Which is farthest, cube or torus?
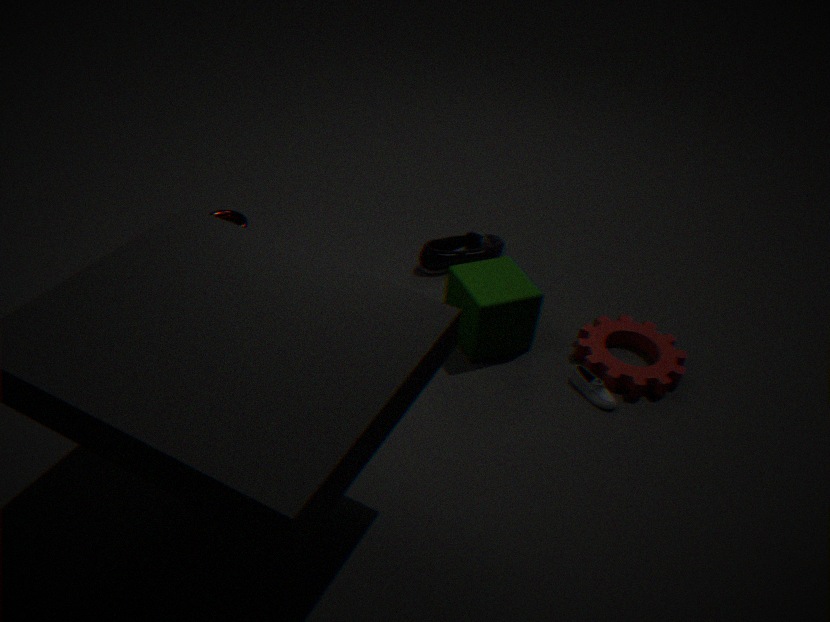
torus
